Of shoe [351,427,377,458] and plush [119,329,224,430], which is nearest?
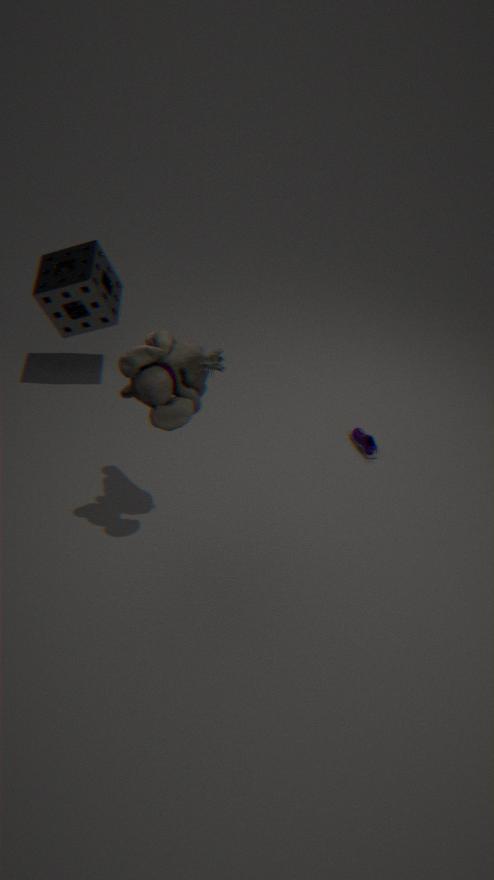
plush [119,329,224,430]
